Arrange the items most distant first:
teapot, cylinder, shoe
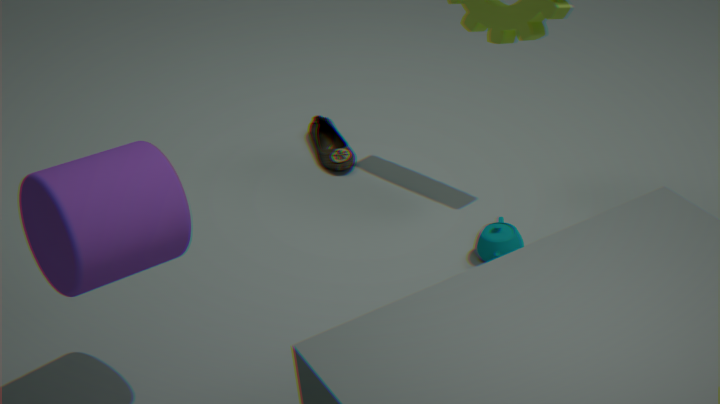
shoe, teapot, cylinder
